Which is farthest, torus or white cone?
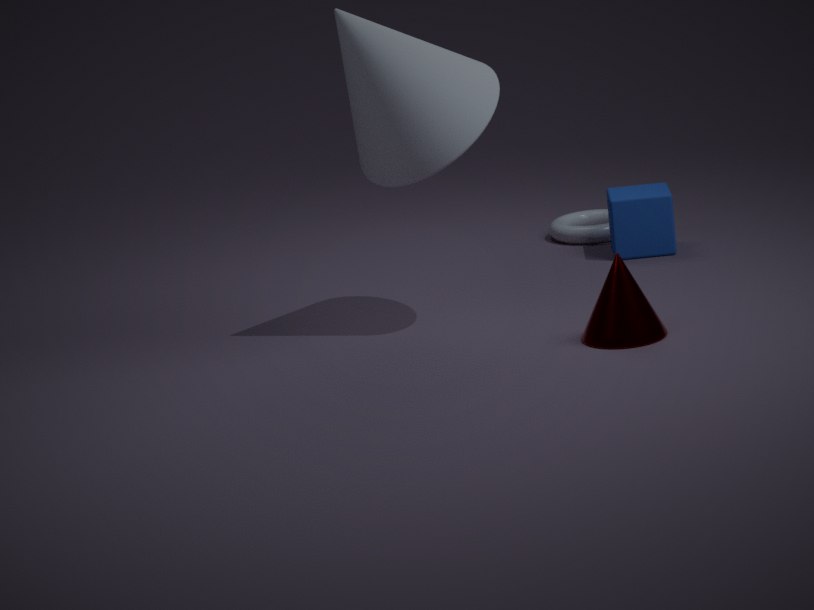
torus
